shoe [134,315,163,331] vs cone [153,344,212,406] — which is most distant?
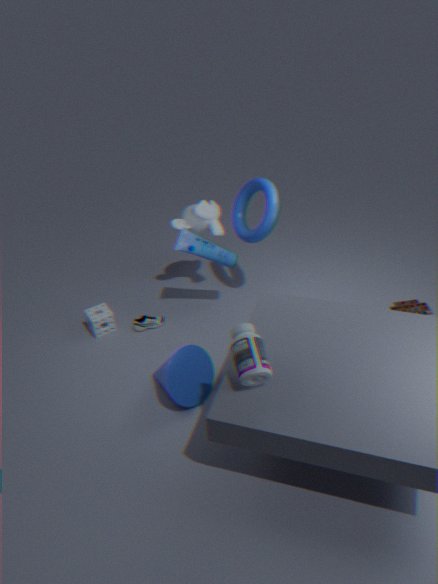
shoe [134,315,163,331]
